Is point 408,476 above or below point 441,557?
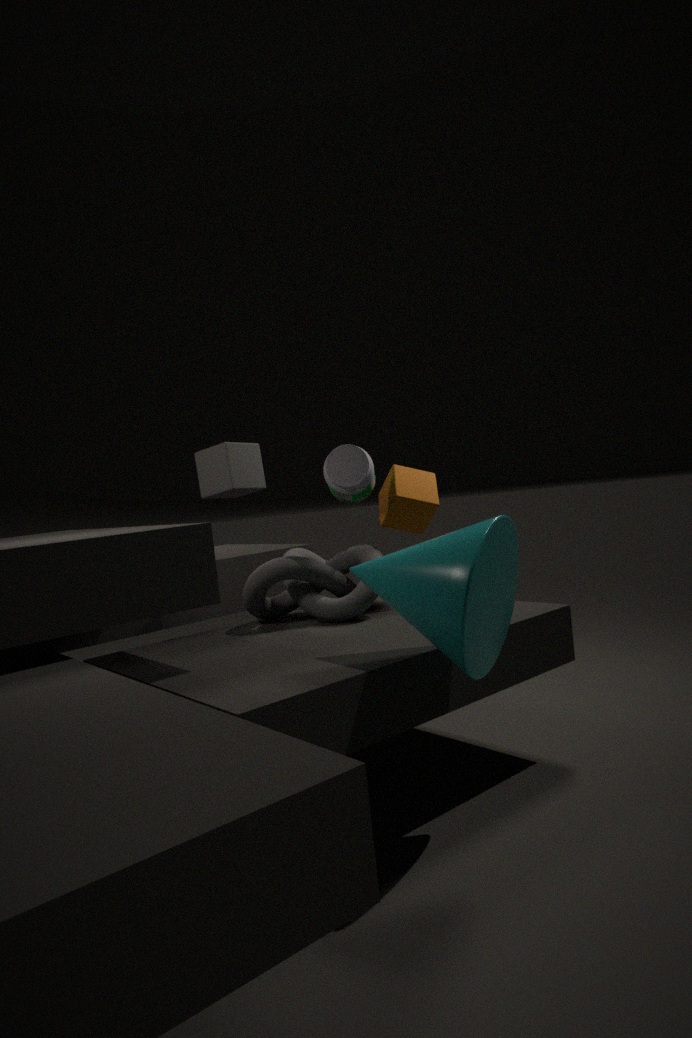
above
